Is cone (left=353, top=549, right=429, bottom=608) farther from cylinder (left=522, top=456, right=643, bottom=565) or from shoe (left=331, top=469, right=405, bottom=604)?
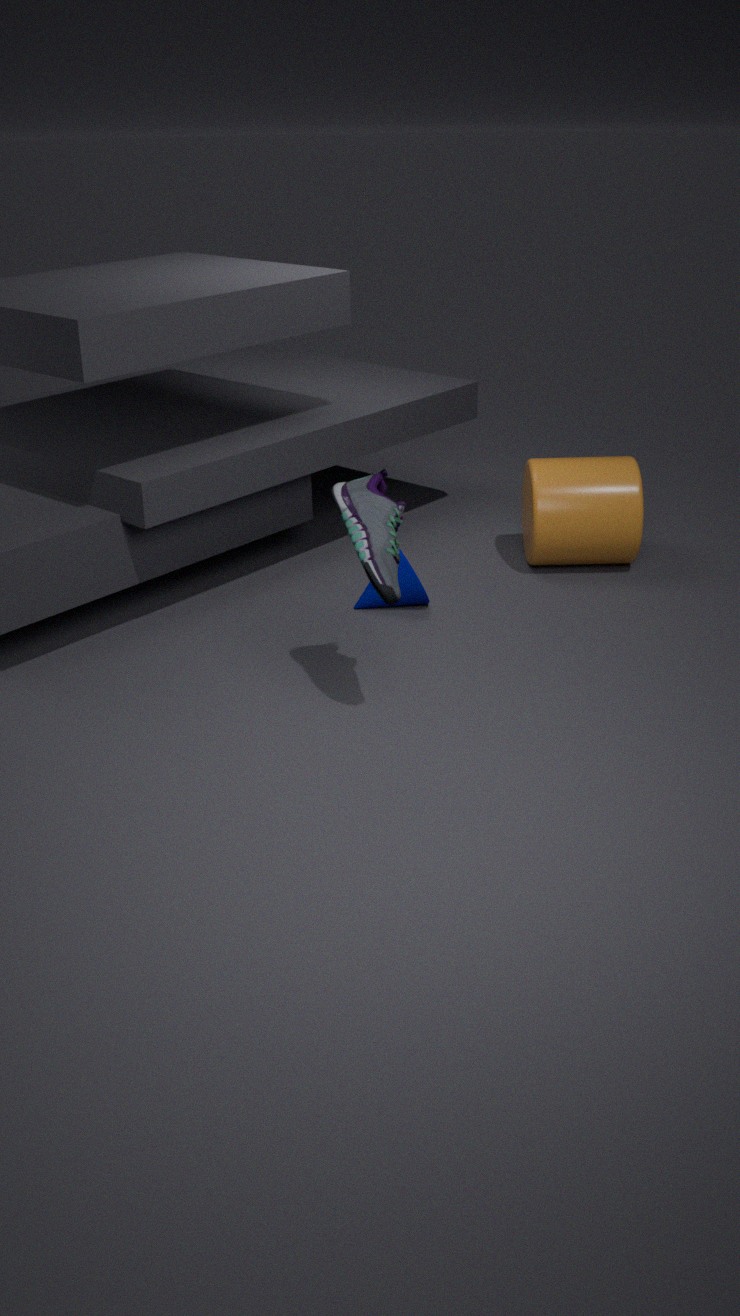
shoe (left=331, top=469, right=405, bottom=604)
